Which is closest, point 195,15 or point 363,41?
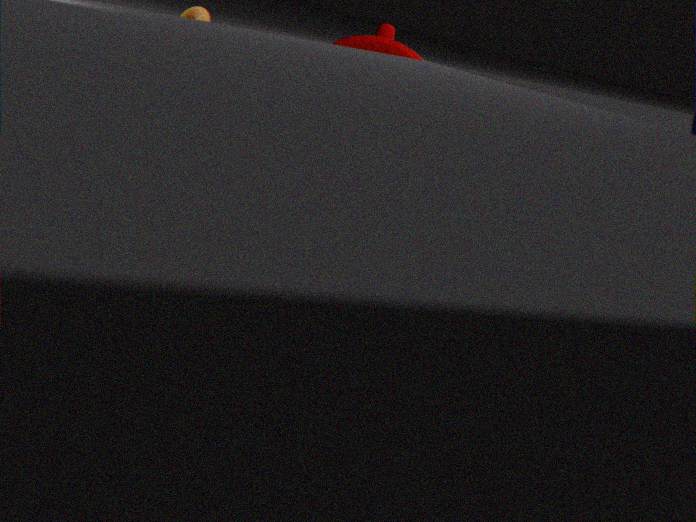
point 363,41
